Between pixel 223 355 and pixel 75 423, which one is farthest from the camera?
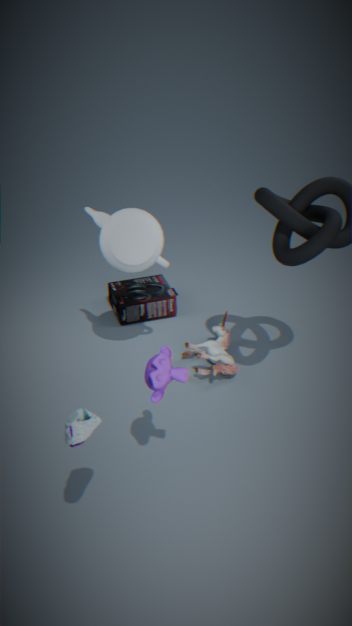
pixel 223 355
